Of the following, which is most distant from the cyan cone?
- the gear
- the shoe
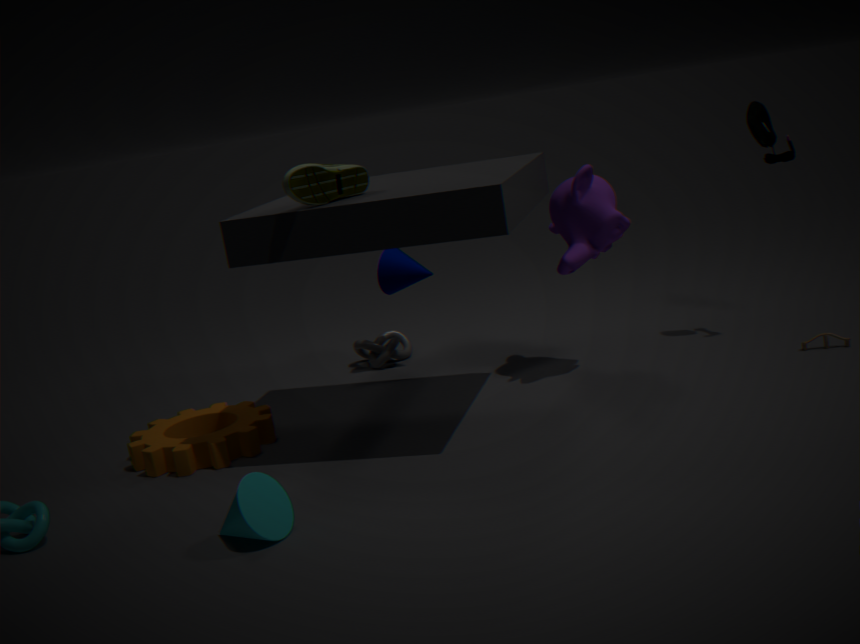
the shoe
